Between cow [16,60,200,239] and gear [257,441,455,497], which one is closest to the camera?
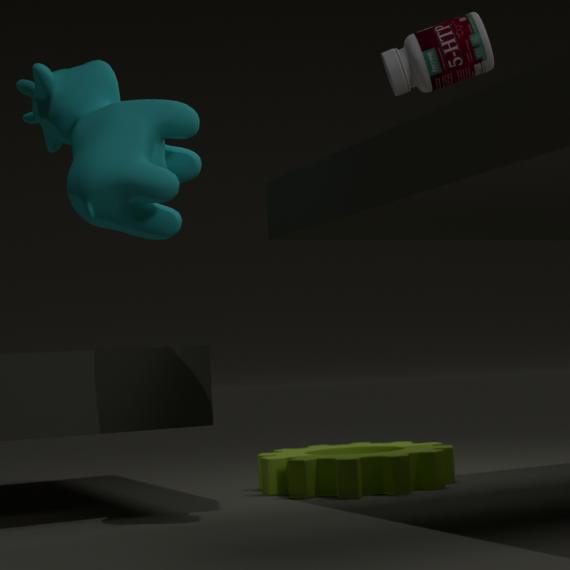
cow [16,60,200,239]
